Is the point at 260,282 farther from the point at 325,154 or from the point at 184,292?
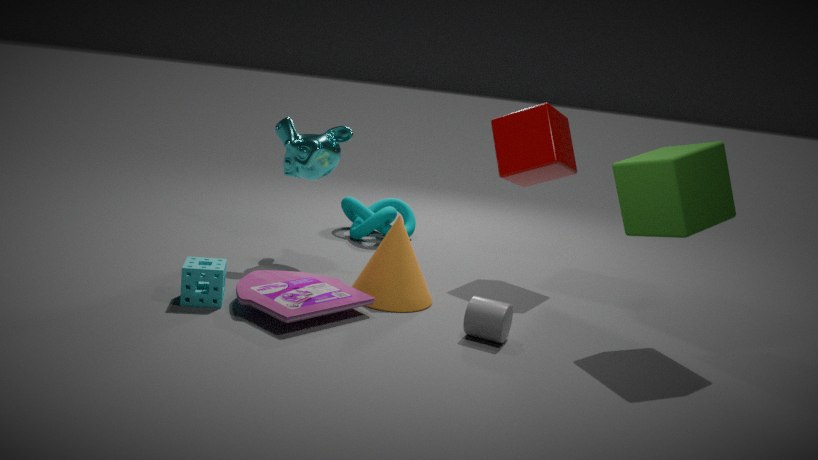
the point at 325,154
